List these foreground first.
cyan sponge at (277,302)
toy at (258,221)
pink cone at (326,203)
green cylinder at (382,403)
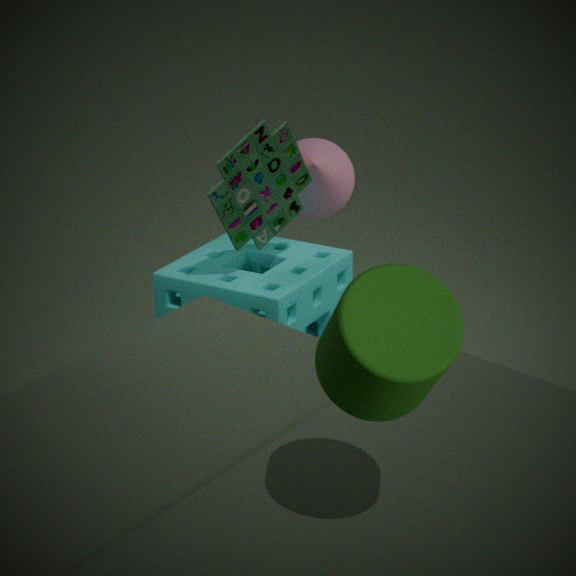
green cylinder at (382,403)
toy at (258,221)
cyan sponge at (277,302)
pink cone at (326,203)
